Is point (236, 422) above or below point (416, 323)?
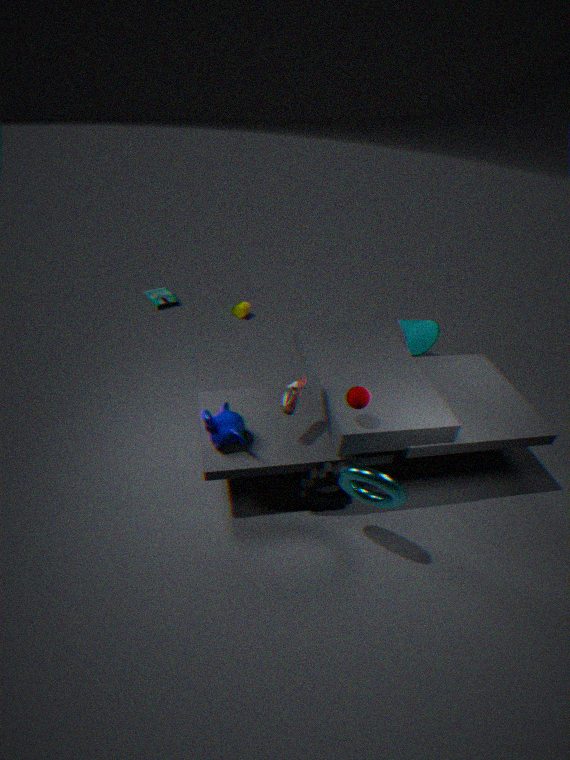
below
